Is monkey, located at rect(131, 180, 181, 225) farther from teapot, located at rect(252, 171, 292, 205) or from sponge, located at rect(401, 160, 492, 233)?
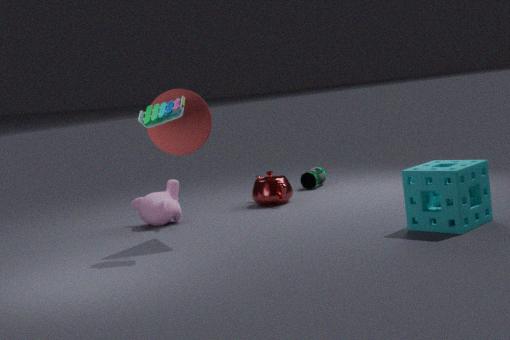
sponge, located at rect(401, 160, 492, 233)
